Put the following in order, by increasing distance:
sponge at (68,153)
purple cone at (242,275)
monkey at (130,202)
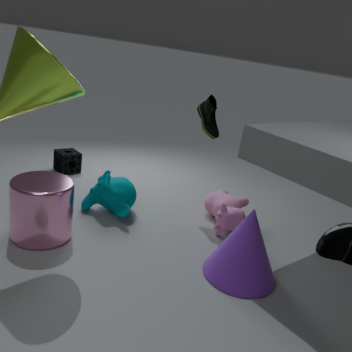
1. purple cone at (242,275)
2. monkey at (130,202)
3. sponge at (68,153)
